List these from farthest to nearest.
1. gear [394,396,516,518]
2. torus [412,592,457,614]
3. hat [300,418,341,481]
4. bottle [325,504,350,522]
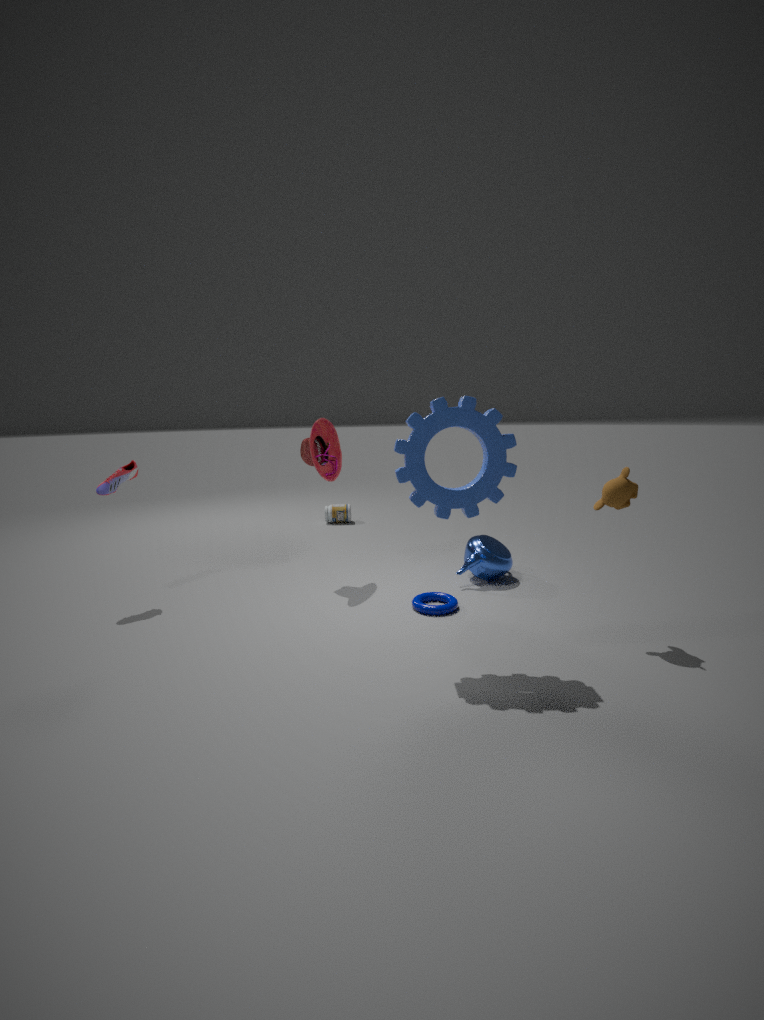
bottle [325,504,350,522]
hat [300,418,341,481]
torus [412,592,457,614]
gear [394,396,516,518]
